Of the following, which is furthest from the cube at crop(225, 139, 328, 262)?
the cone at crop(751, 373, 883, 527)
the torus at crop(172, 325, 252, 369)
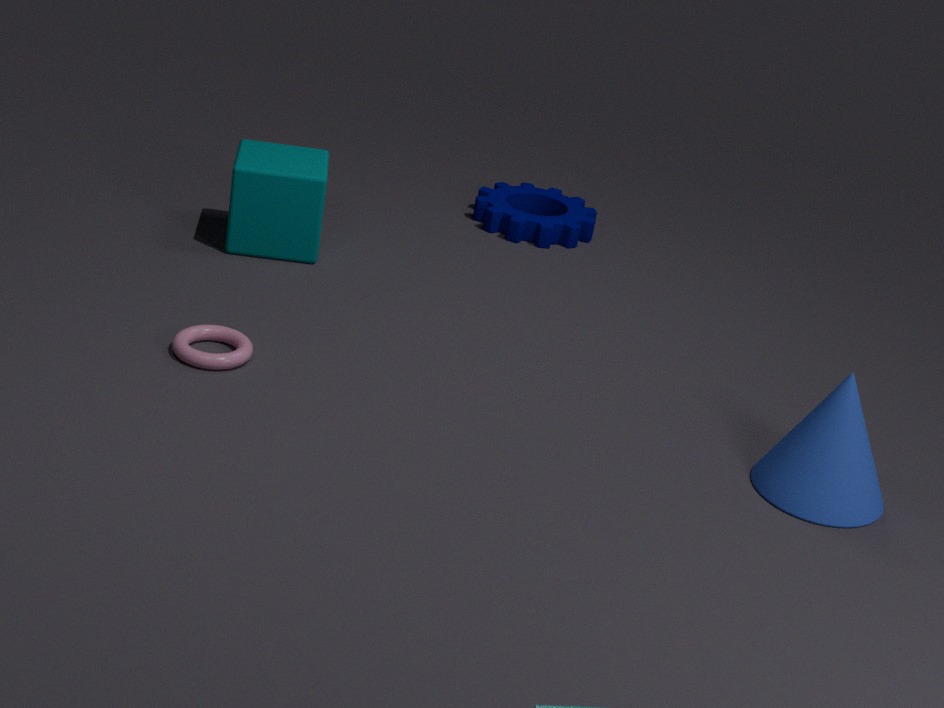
the cone at crop(751, 373, 883, 527)
